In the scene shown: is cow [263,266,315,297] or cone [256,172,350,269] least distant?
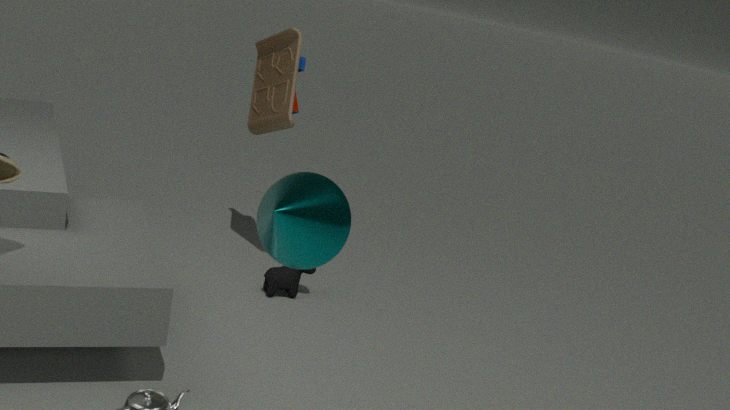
cone [256,172,350,269]
